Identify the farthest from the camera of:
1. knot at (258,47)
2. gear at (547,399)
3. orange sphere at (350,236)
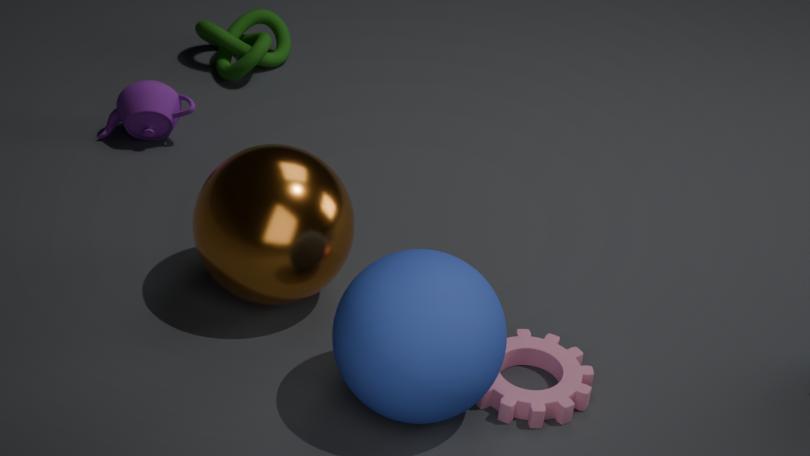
knot at (258,47)
